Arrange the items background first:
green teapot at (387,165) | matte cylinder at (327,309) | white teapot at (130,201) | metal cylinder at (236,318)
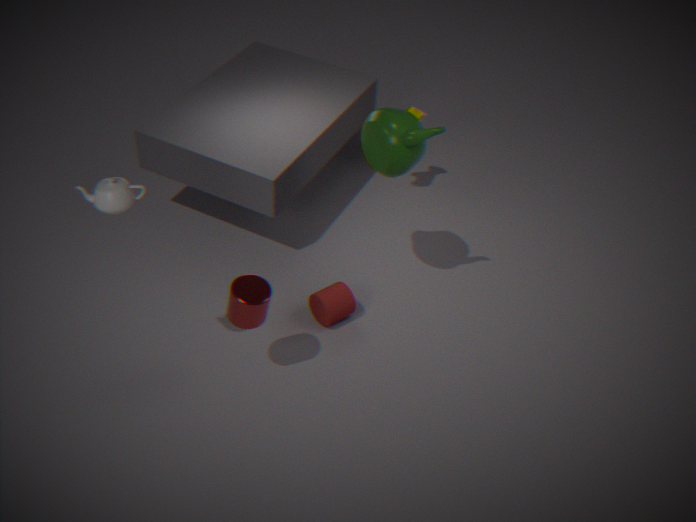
matte cylinder at (327,309)
green teapot at (387,165)
metal cylinder at (236,318)
white teapot at (130,201)
